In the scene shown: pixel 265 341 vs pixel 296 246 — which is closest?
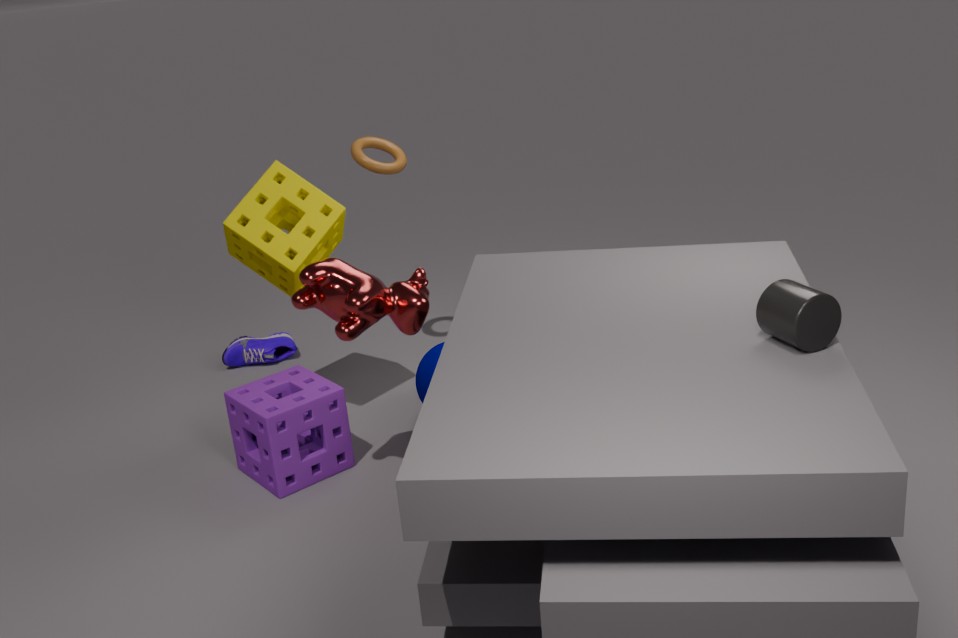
pixel 296 246
